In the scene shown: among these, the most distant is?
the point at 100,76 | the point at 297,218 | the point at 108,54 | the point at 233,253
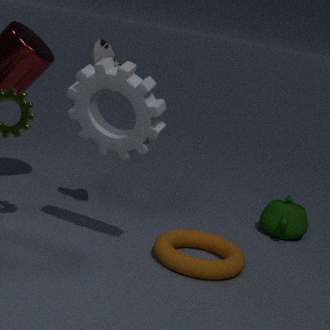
the point at 297,218
